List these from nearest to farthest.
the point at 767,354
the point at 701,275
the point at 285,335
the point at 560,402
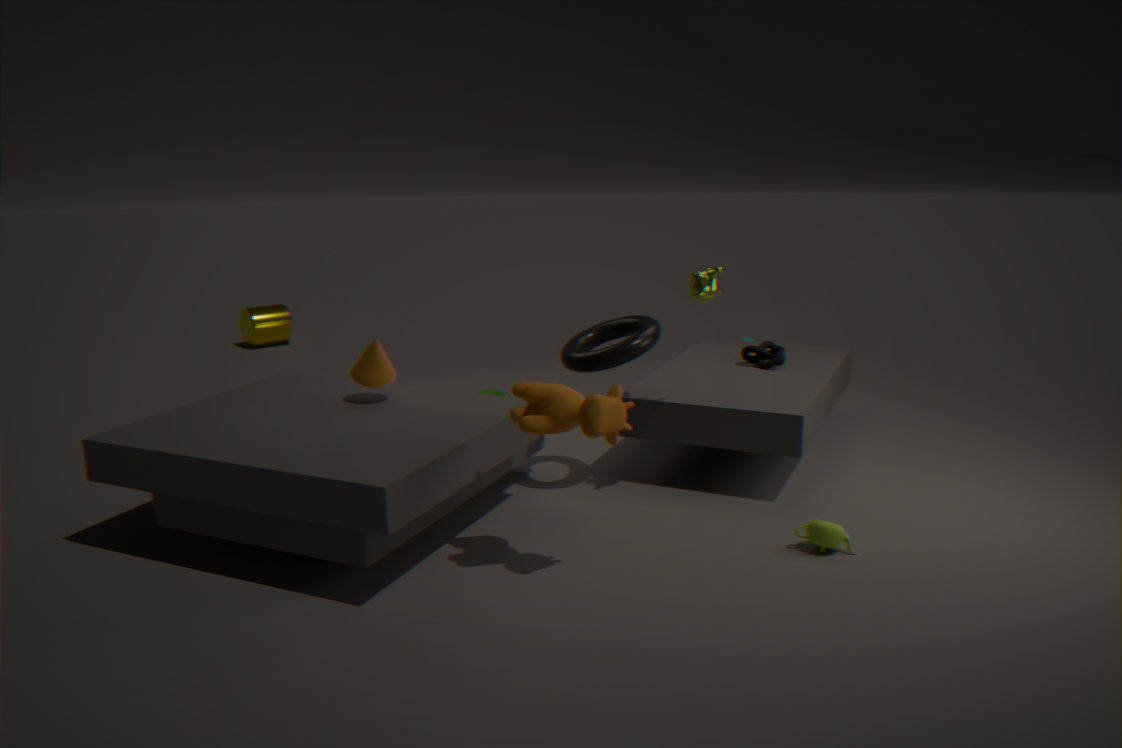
the point at 560,402 < the point at 701,275 < the point at 767,354 < the point at 285,335
